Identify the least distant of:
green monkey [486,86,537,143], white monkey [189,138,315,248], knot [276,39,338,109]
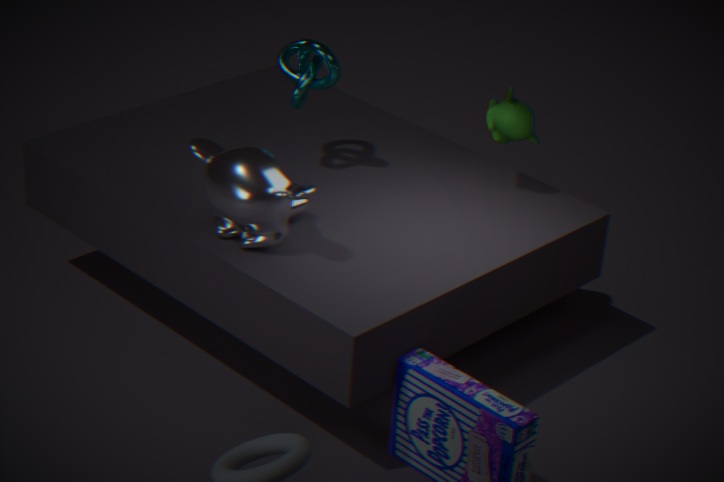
white monkey [189,138,315,248]
